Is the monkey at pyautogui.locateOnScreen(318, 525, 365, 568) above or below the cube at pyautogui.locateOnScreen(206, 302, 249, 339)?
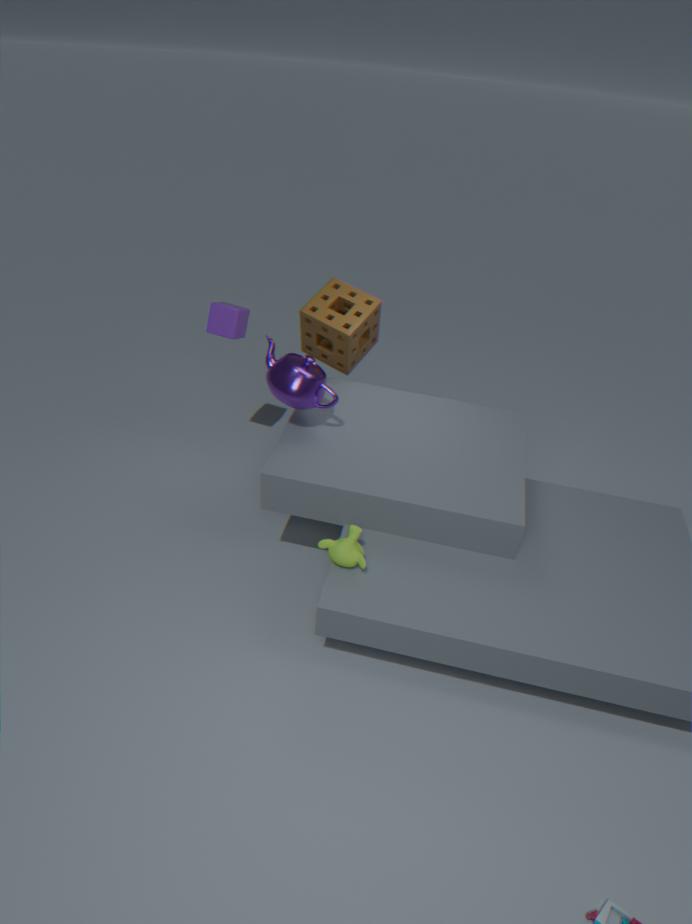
below
